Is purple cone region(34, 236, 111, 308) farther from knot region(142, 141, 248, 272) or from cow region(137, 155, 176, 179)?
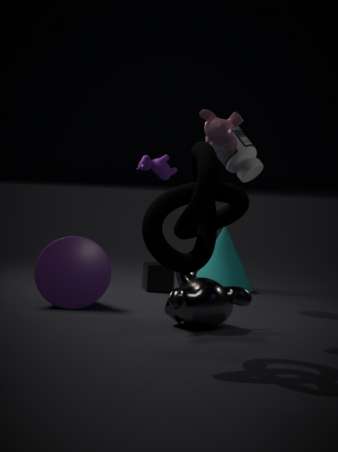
knot region(142, 141, 248, 272)
